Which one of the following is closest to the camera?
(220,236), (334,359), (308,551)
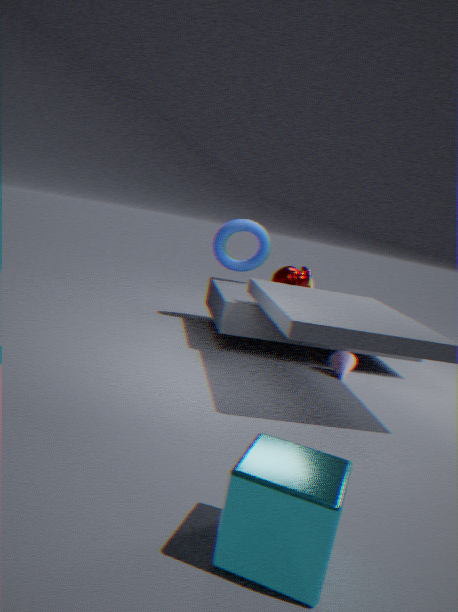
(308,551)
